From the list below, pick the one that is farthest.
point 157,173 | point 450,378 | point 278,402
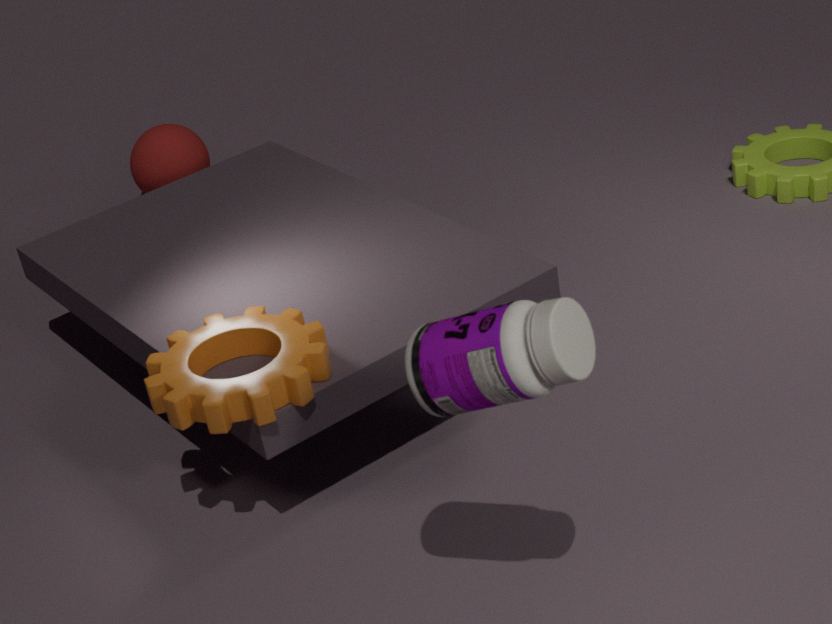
point 157,173
